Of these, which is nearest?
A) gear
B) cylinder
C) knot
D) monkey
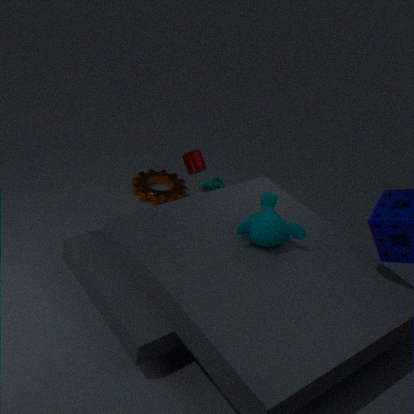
D. monkey
